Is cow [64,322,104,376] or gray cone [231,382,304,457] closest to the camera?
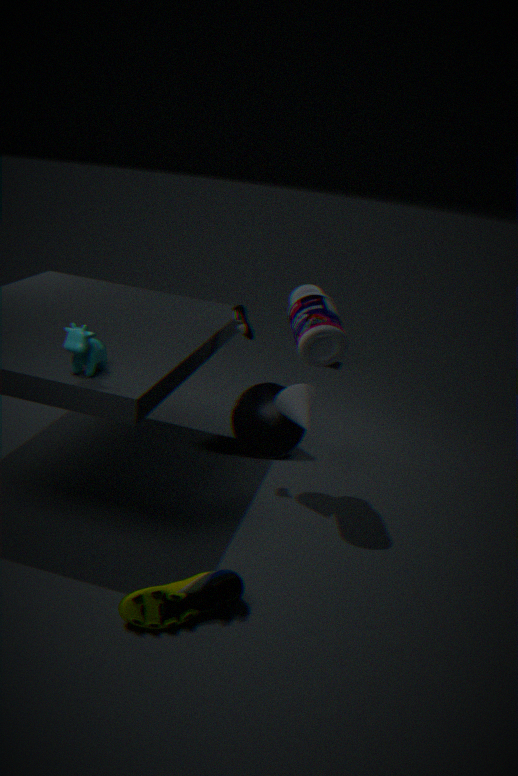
cow [64,322,104,376]
